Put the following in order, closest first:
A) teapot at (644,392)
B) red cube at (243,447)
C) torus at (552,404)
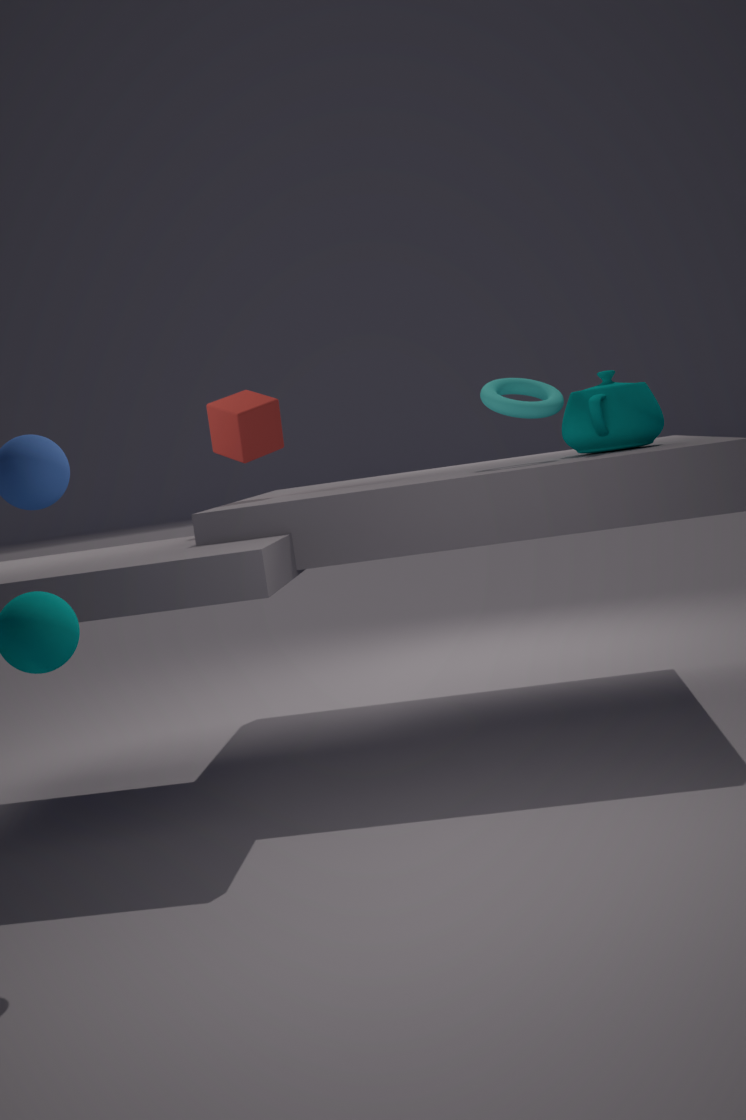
torus at (552,404)
teapot at (644,392)
red cube at (243,447)
